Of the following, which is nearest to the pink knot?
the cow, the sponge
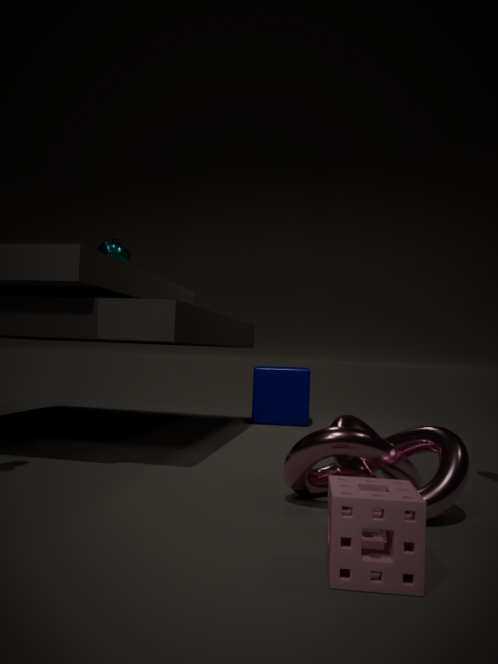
the sponge
